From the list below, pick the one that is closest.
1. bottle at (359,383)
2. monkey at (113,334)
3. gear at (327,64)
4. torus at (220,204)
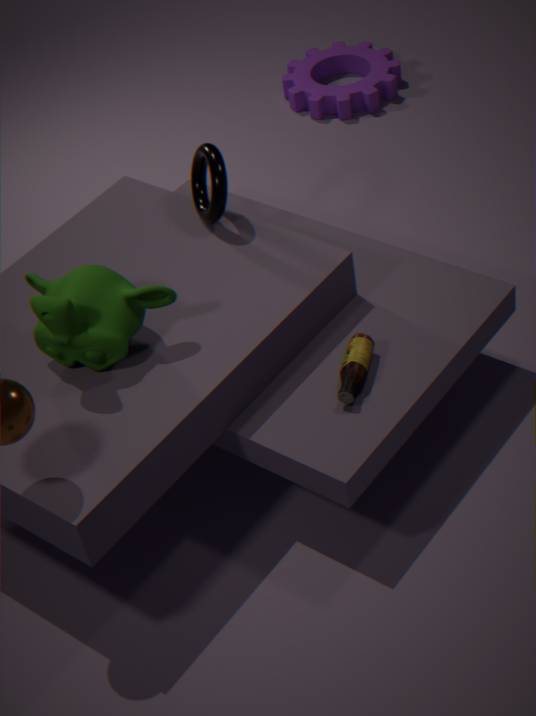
monkey at (113,334)
